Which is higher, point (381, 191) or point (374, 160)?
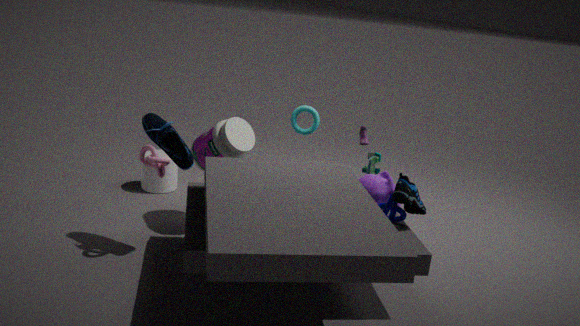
point (381, 191)
